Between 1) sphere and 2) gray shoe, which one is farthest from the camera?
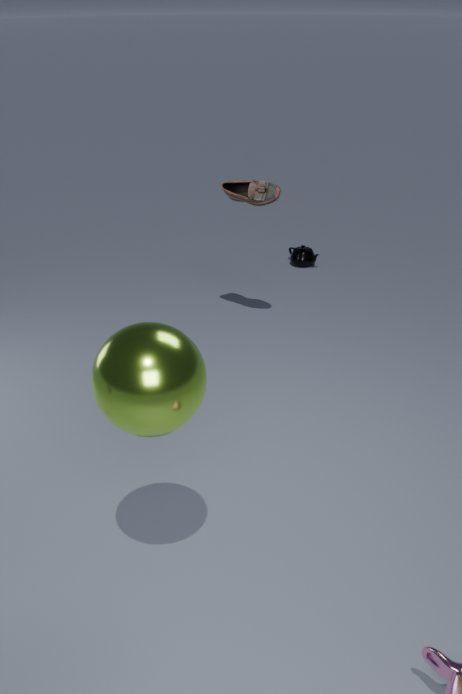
2. gray shoe
